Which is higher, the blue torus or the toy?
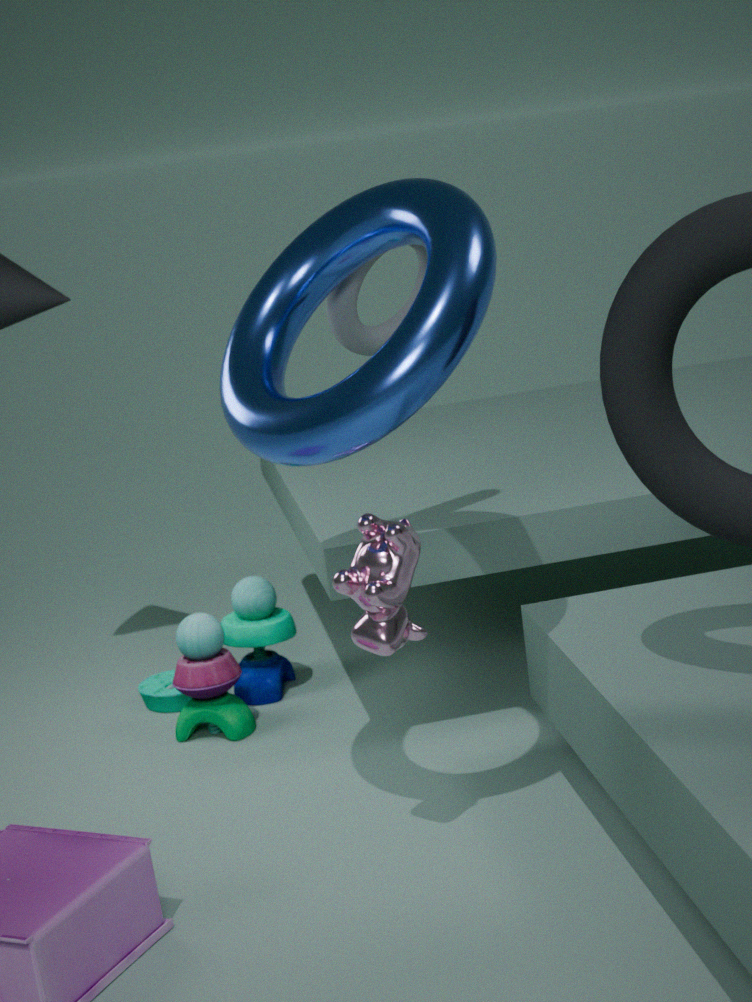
the blue torus
